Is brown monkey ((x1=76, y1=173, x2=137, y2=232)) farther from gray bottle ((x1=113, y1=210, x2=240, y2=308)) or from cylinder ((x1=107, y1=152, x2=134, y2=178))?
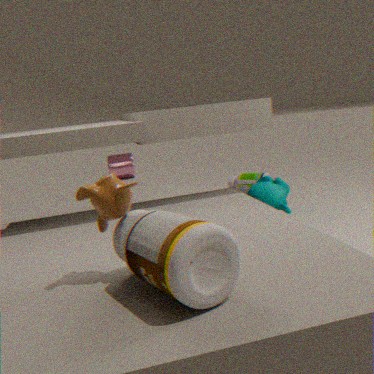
cylinder ((x1=107, y1=152, x2=134, y2=178))
